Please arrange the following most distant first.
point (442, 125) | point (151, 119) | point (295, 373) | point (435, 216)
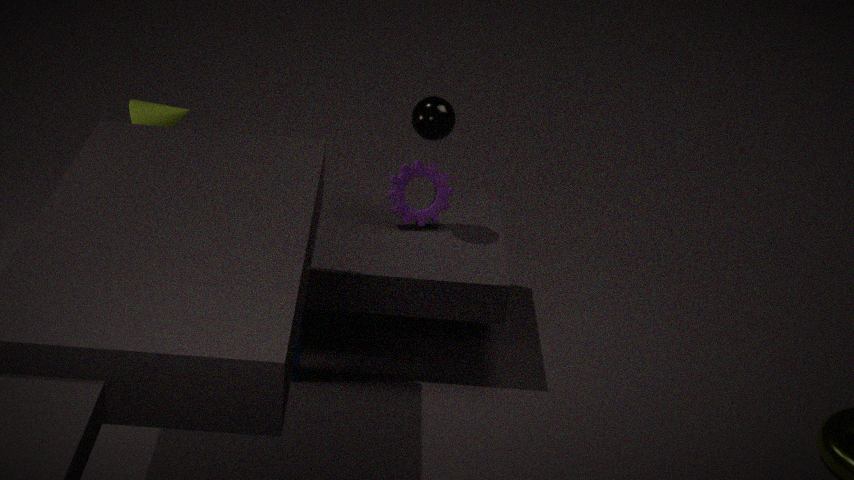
point (435, 216), point (151, 119), point (442, 125), point (295, 373)
